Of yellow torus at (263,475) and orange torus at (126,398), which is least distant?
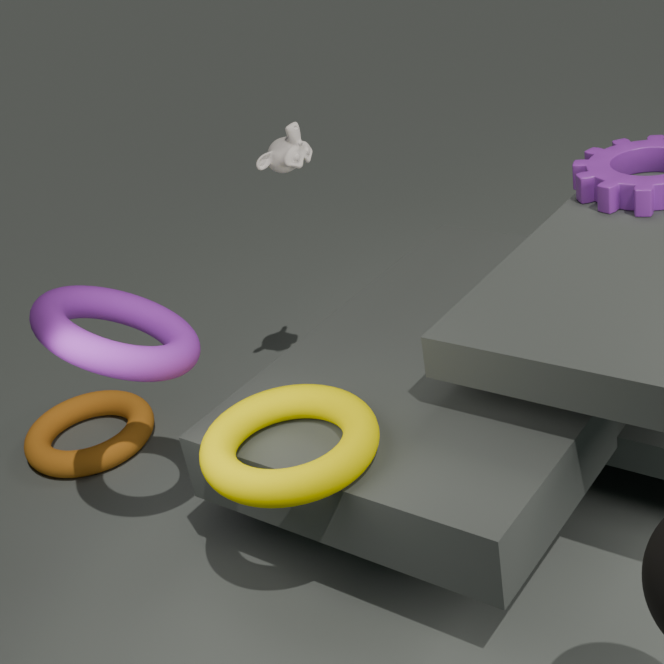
yellow torus at (263,475)
